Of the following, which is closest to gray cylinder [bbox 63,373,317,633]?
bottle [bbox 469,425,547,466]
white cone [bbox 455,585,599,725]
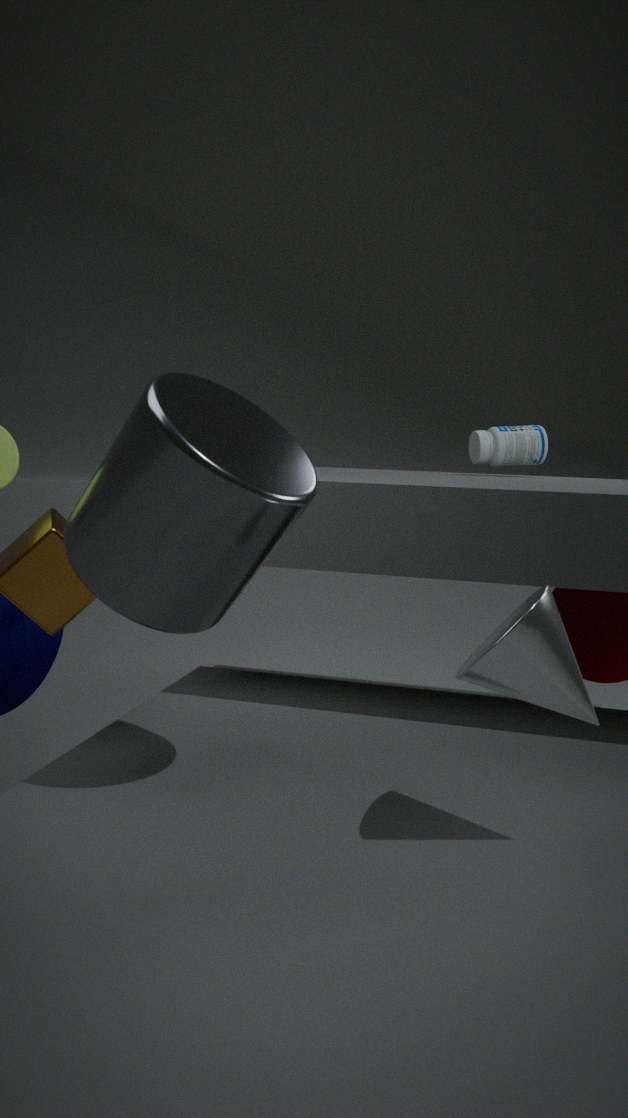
white cone [bbox 455,585,599,725]
